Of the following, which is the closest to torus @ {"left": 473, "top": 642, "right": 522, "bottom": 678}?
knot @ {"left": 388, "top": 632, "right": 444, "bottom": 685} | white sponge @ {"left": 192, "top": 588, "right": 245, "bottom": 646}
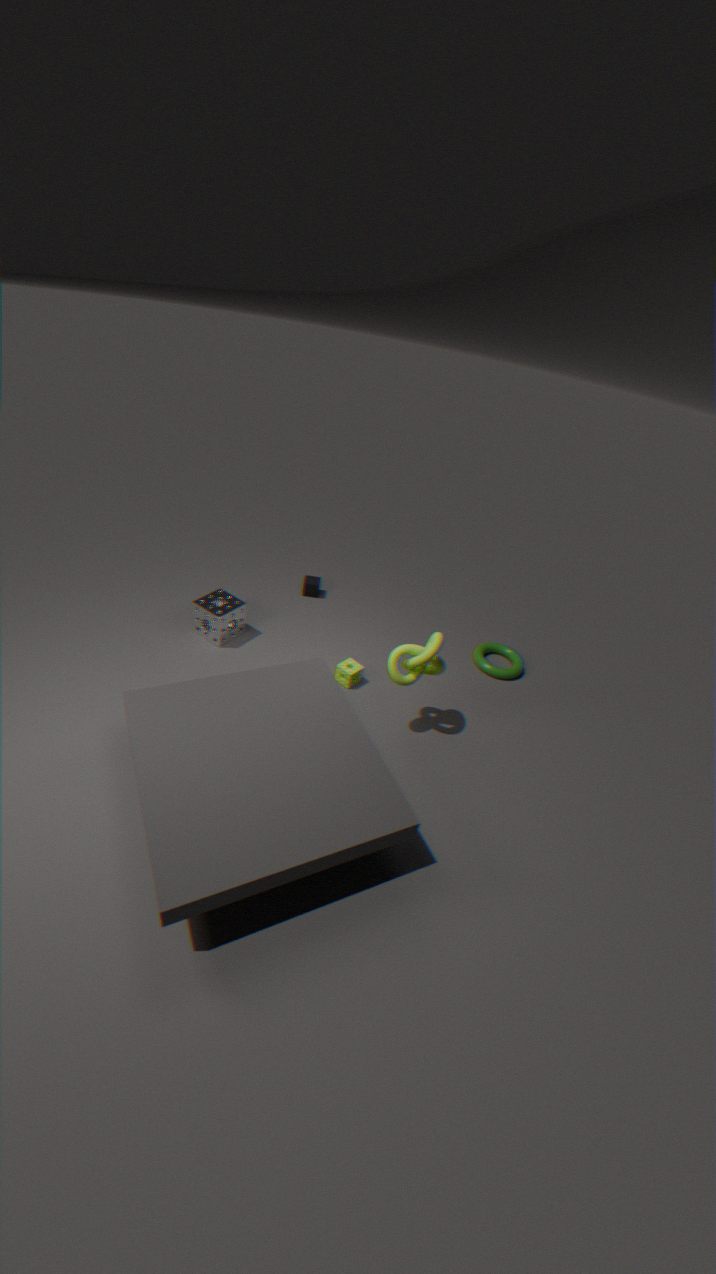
knot @ {"left": 388, "top": 632, "right": 444, "bottom": 685}
